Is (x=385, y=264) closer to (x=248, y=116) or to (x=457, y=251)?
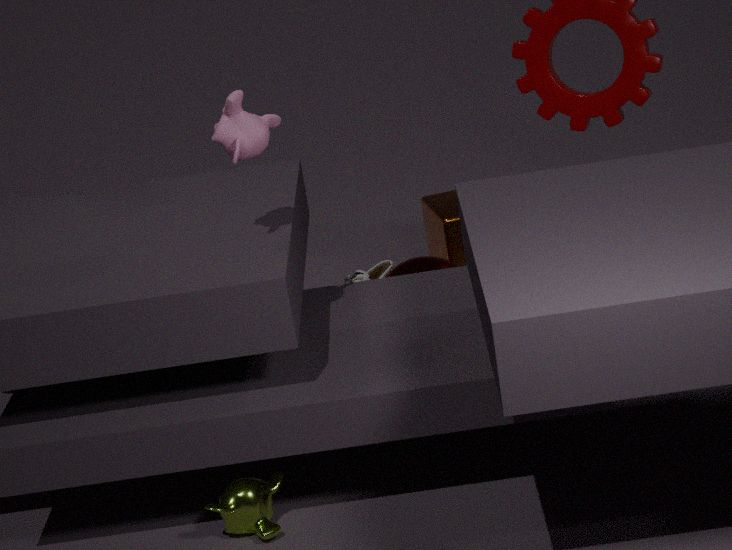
(x=457, y=251)
